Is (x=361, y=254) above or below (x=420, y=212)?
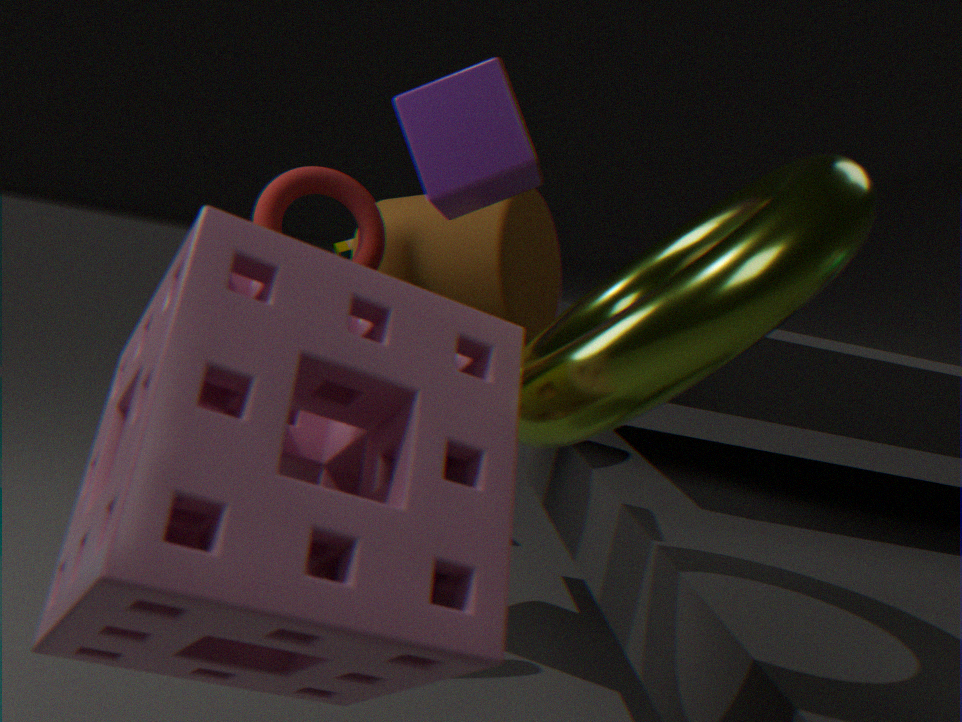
above
